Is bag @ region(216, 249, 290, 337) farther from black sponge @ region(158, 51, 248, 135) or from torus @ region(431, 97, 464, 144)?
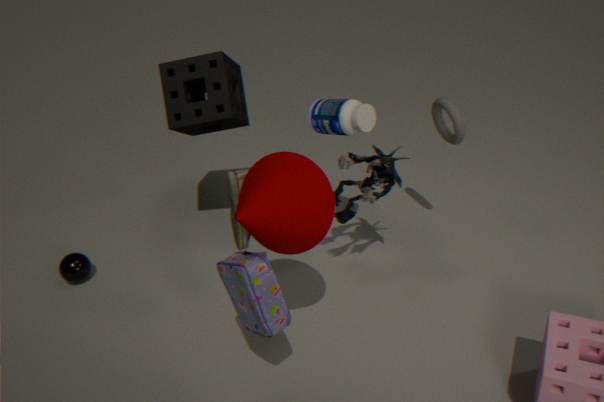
torus @ region(431, 97, 464, 144)
